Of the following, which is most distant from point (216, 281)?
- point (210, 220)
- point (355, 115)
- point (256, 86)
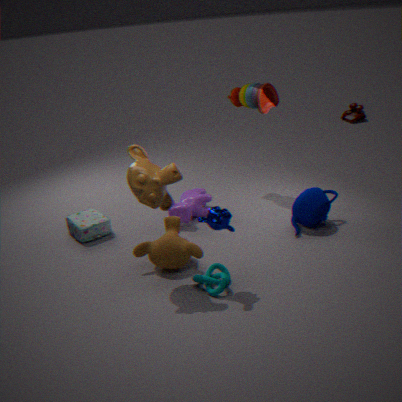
point (355, 115)
